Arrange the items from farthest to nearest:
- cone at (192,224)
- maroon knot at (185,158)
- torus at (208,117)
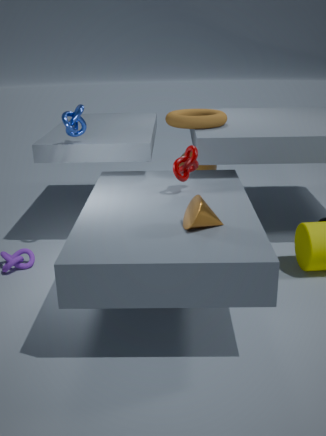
torus at (208,117), maroon knot at (185,158), cone at (192,224)
